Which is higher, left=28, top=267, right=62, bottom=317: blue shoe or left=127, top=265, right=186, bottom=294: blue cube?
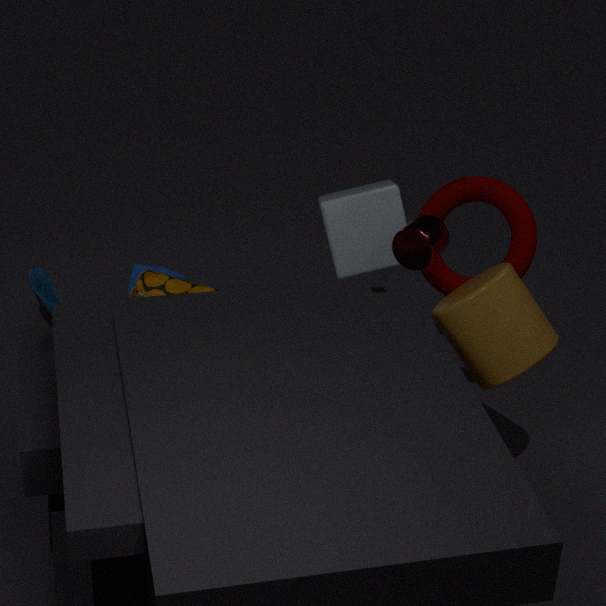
left=28, top=267, right=62, bottom=317: blue shoe
